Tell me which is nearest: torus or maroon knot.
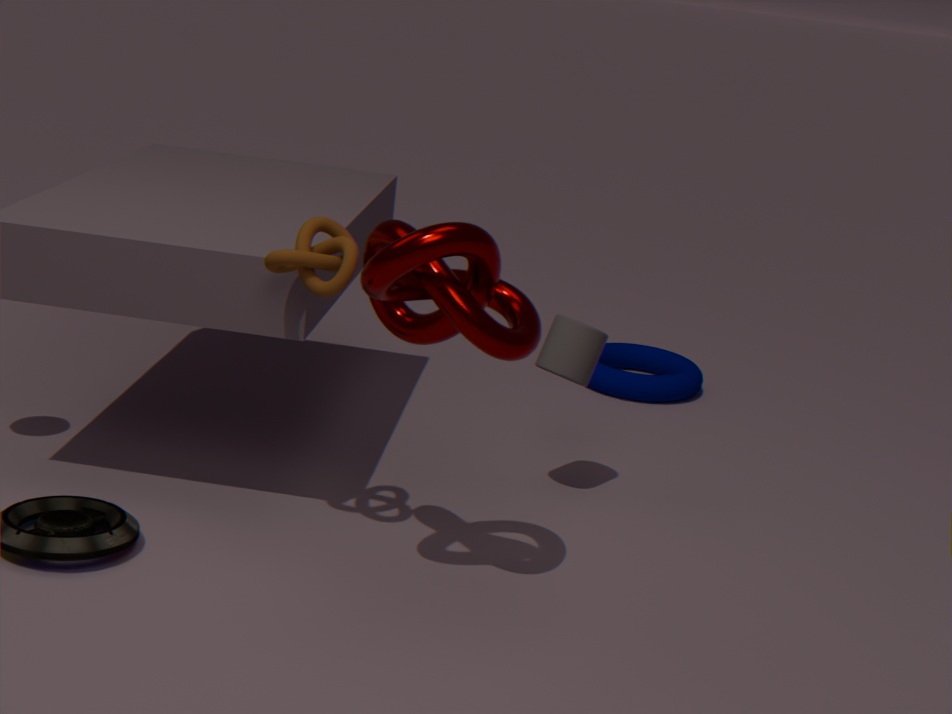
maroon knot
